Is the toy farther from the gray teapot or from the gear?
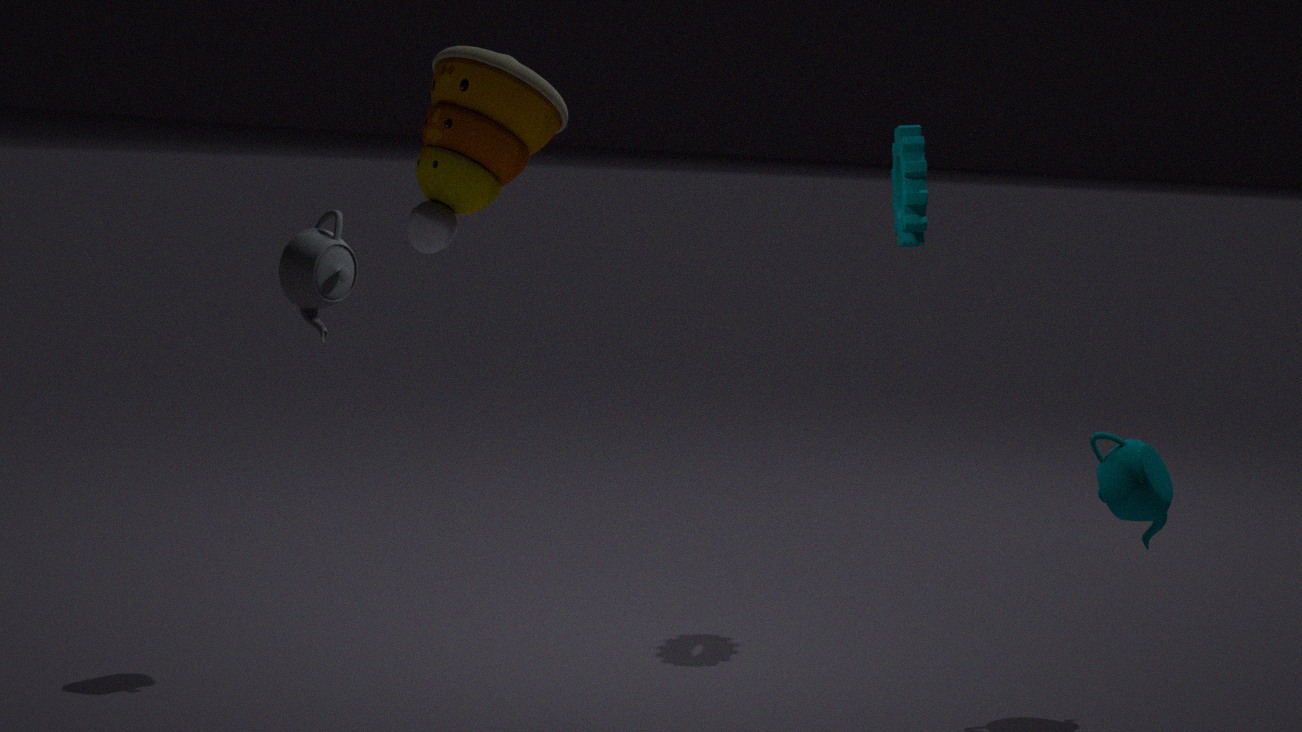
the gear
